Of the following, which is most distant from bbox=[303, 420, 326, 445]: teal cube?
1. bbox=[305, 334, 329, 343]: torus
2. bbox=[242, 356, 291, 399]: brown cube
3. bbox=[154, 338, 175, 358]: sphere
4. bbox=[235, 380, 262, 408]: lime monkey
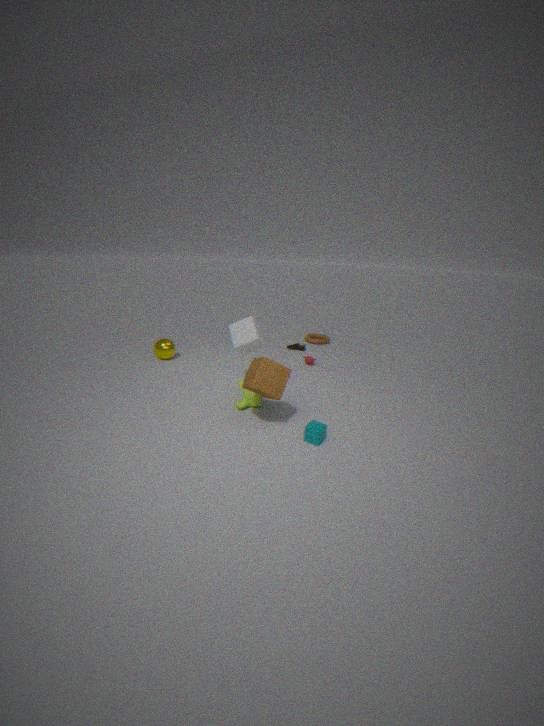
bbox=[305, 334, 329, 343]: torus
